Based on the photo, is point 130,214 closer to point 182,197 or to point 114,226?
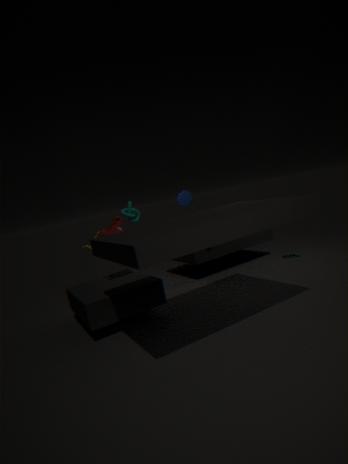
point 114,226
